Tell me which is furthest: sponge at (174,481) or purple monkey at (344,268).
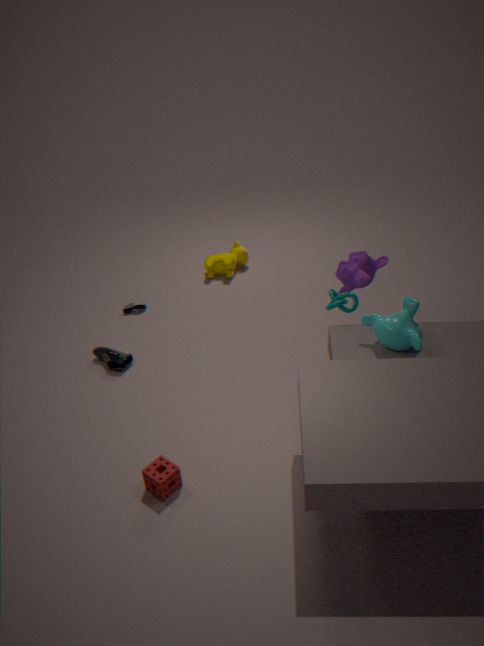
purple monkey at (344,268)
